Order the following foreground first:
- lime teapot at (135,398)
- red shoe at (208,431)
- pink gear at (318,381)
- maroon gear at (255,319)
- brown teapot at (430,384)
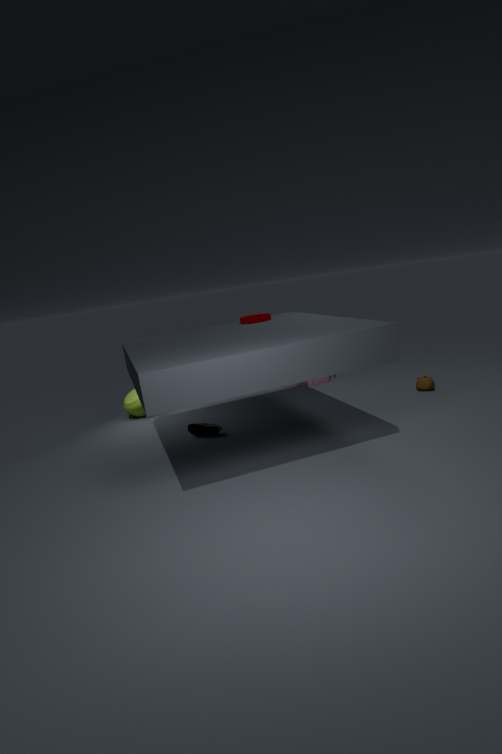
red shoe at (208,431), maroon gear at (255,319), brown teapot at (430,384), lime teapot at (135,398), pink gear at (318,381)
